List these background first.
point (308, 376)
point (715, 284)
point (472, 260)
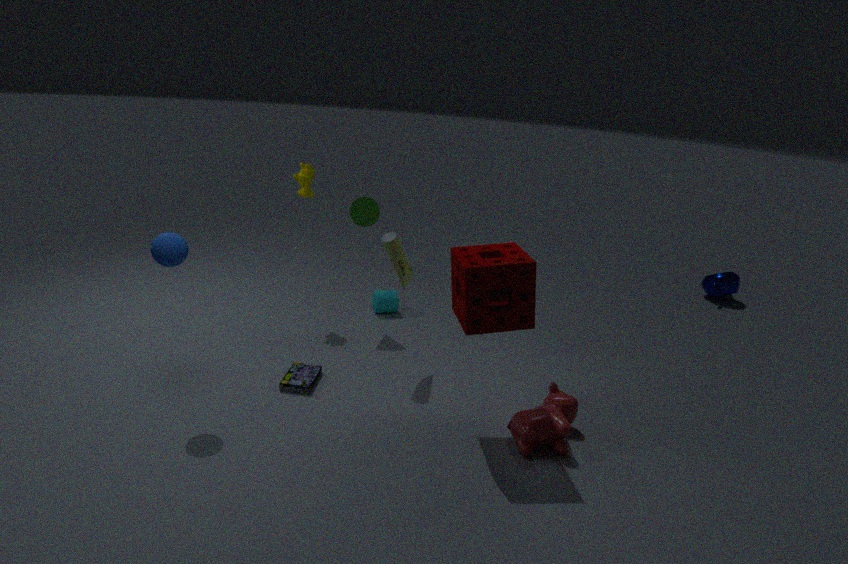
point (715, 284)
point (308, 376)
point (472, 260)
